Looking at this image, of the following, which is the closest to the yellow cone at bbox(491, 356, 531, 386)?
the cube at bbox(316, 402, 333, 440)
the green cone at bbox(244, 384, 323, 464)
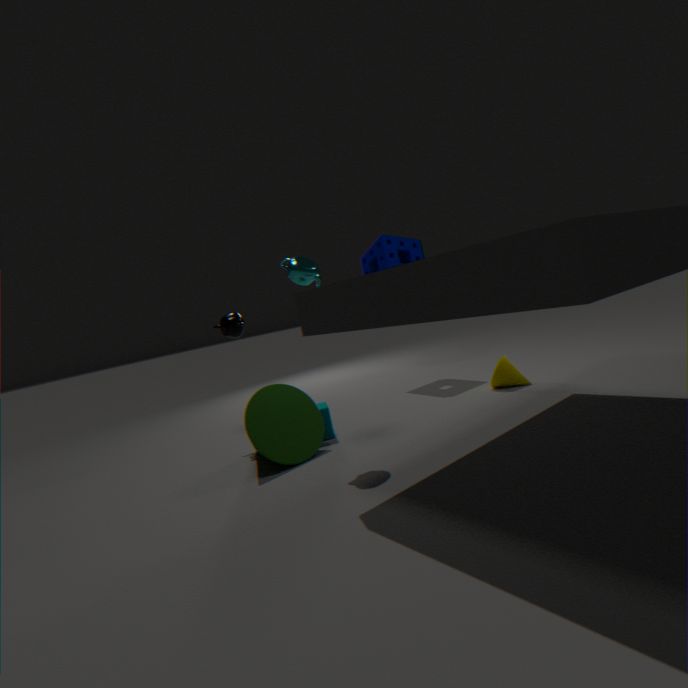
the cube at bbox(316, 402, 333, 440)
